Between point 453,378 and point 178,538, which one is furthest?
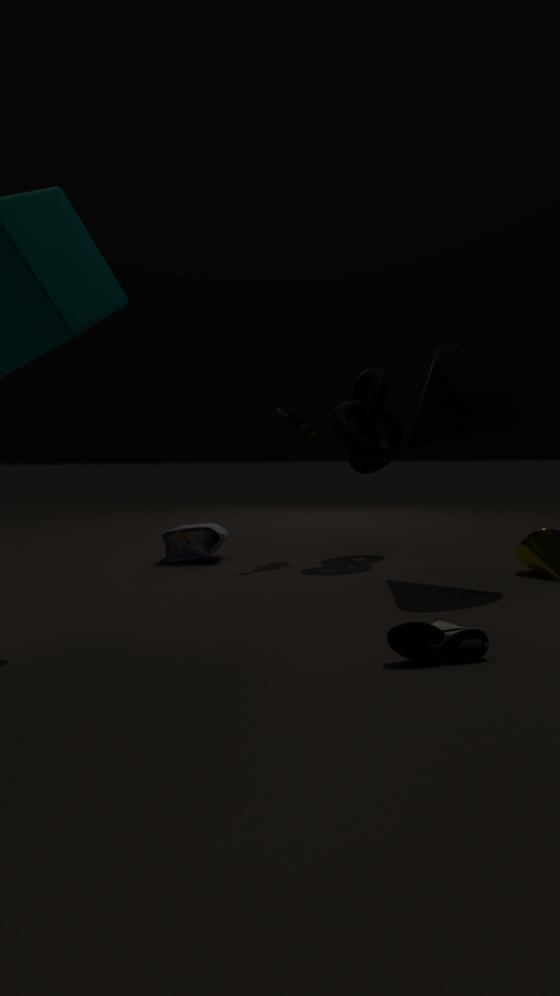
point 178,538
